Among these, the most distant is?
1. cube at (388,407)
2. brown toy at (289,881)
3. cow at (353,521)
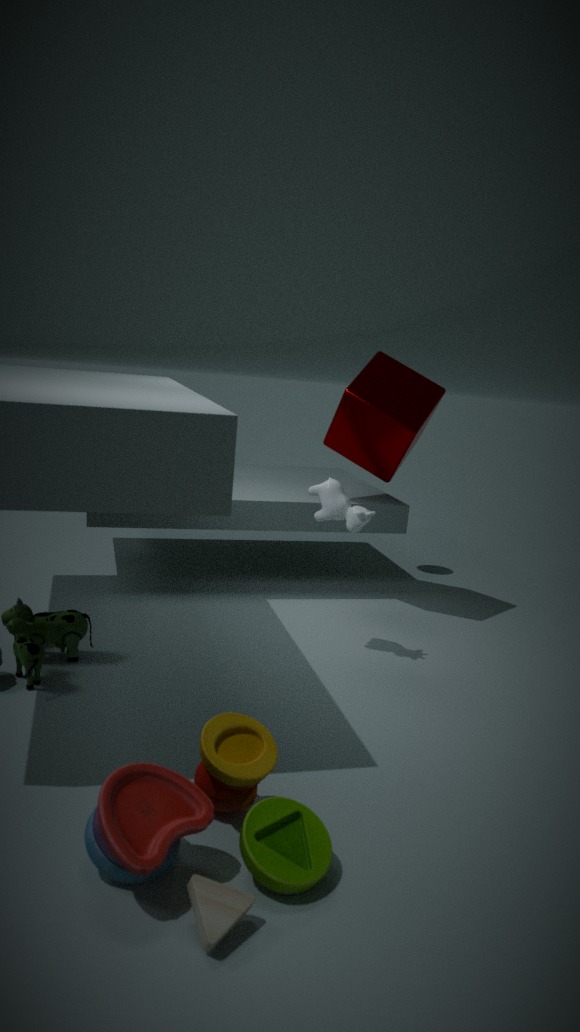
cube at (388,407)
